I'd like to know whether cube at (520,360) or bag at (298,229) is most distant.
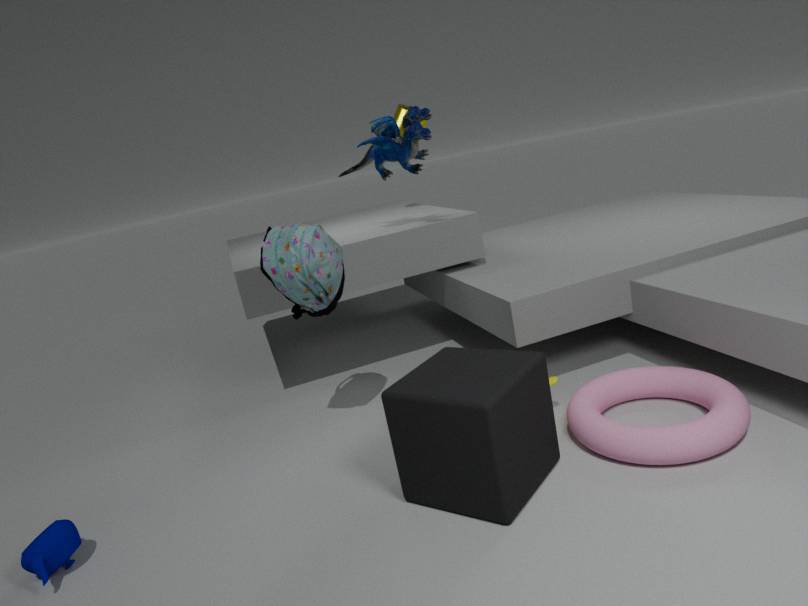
bag at (298,229)
